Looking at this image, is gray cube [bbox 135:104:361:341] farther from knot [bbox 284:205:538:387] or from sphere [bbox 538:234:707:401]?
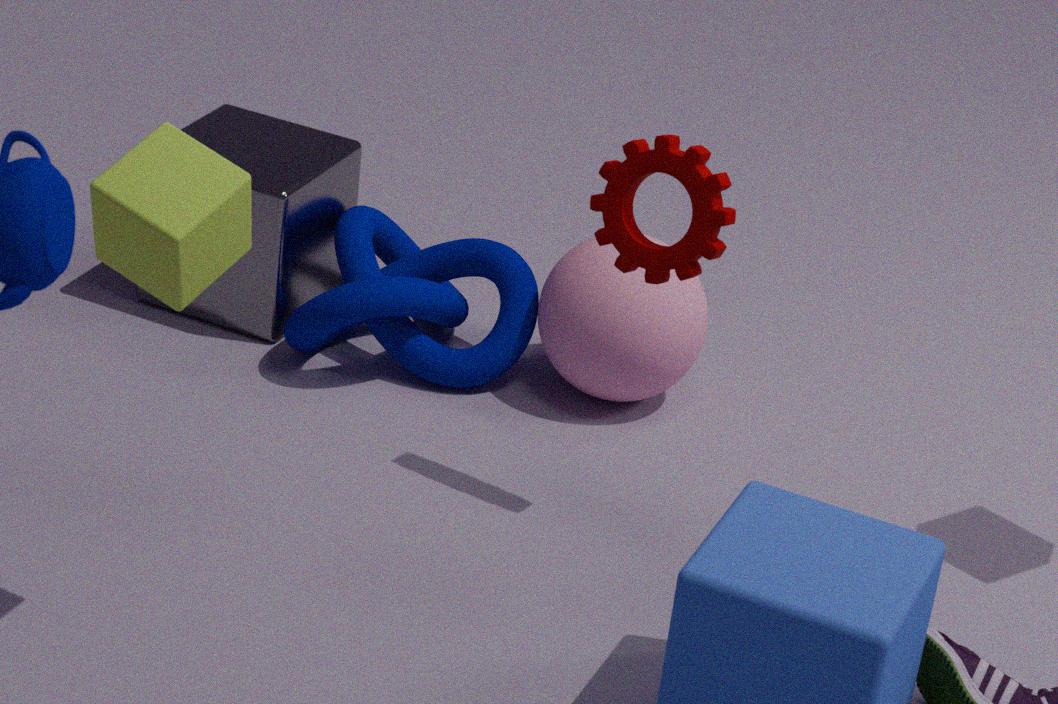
sphere [bbox 538:234:707:401]
